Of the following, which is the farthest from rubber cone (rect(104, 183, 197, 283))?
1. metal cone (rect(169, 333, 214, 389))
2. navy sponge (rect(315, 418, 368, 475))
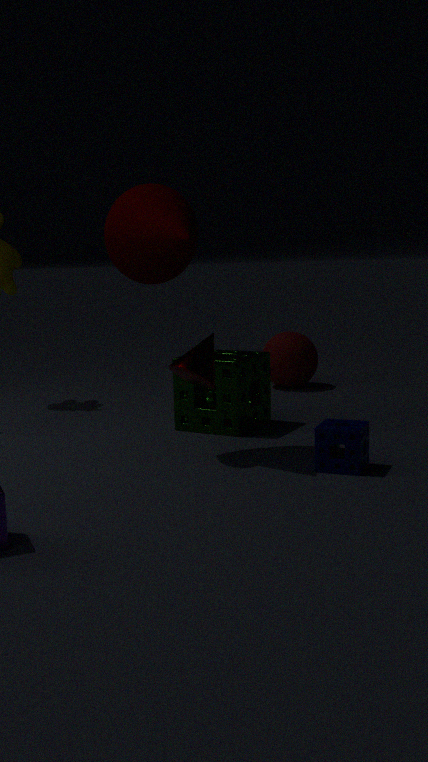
navy sponge (rect(315, 418, 368, 475))
